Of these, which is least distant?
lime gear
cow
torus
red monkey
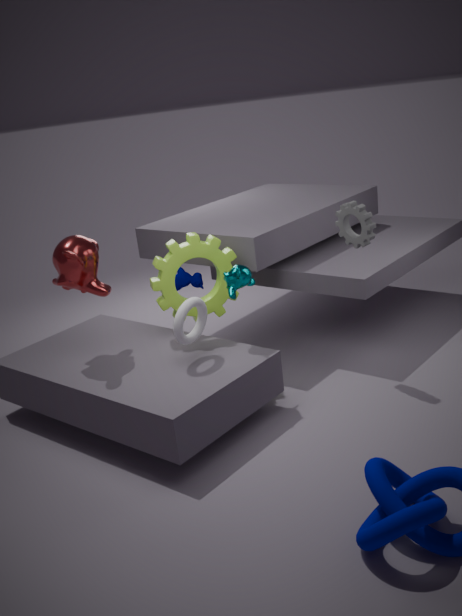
torus
